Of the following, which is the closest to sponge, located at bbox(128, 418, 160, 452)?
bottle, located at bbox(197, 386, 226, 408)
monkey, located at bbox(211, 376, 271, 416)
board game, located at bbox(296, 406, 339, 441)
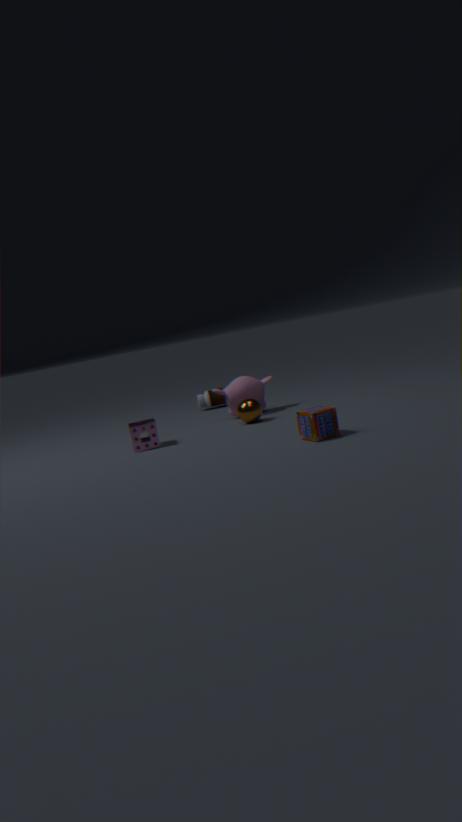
monkey, located at bbox(211, 376, 271, 416)
